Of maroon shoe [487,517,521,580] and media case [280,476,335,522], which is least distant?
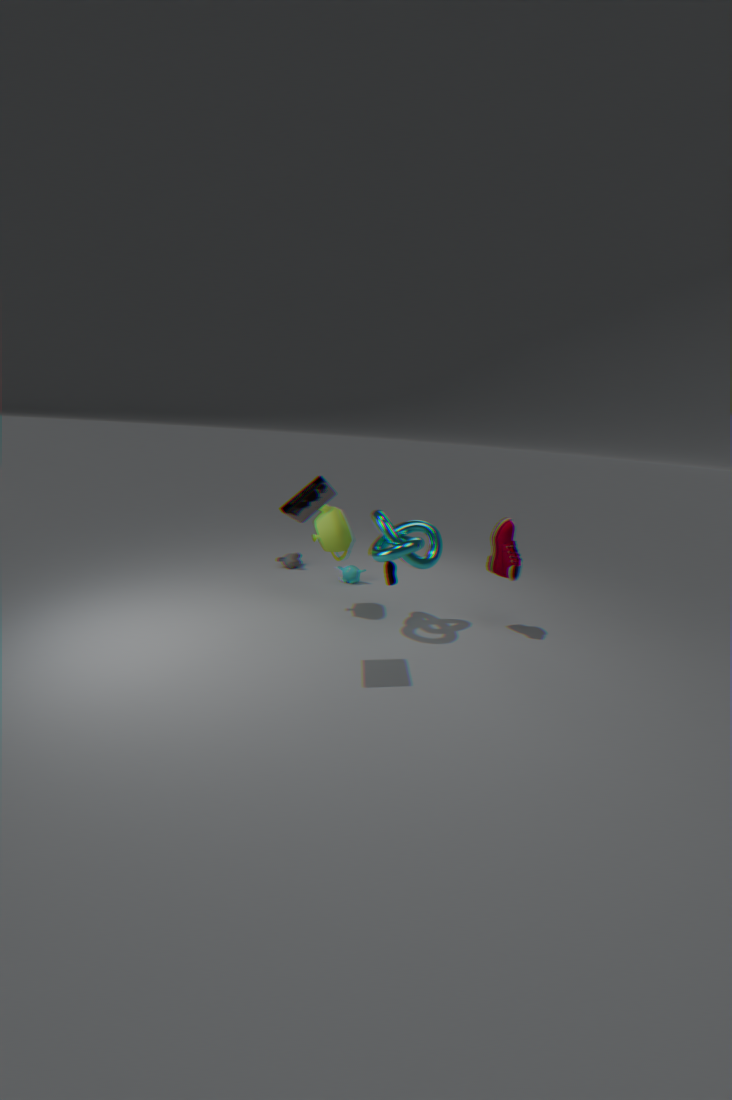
media case [280,476,335,522]
